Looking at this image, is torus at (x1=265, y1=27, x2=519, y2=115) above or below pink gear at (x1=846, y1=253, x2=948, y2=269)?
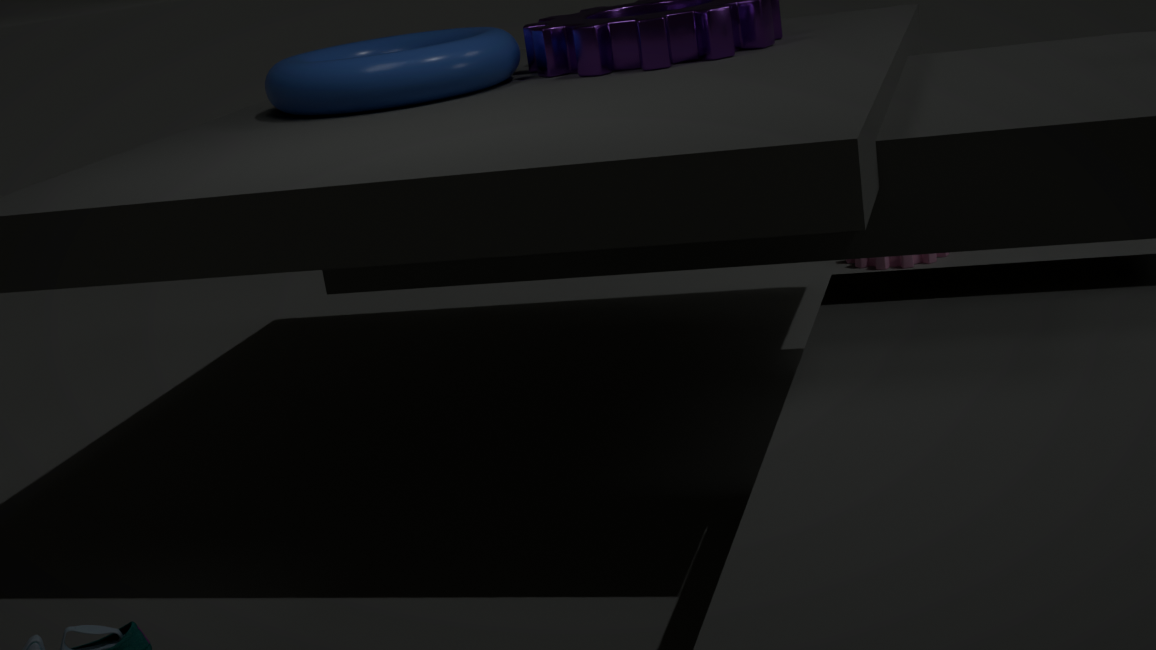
above
